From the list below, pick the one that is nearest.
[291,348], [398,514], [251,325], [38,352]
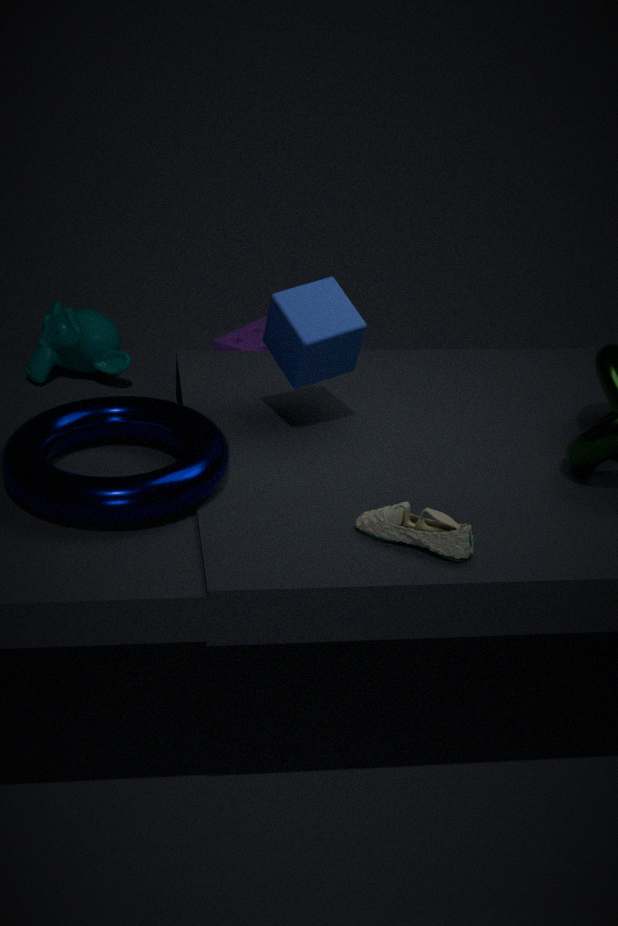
[398,514]
